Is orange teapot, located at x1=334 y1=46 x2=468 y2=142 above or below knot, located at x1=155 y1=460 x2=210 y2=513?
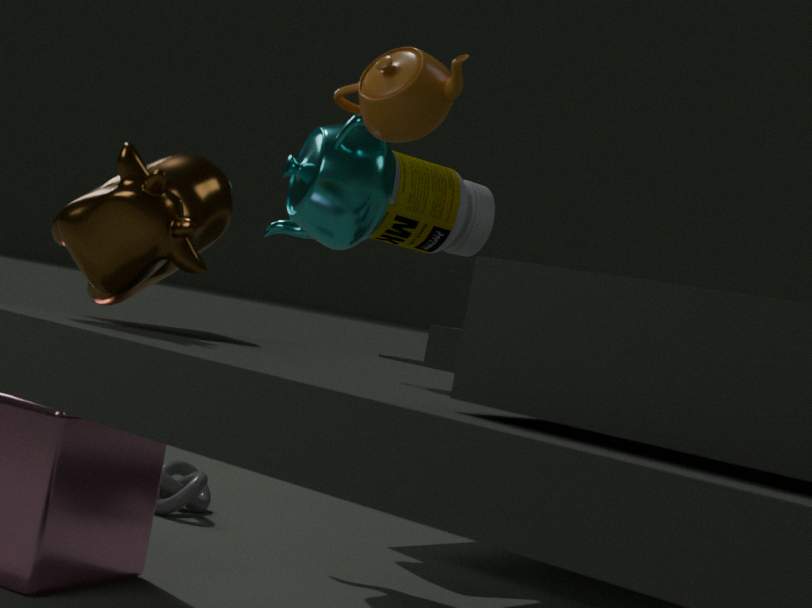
above
